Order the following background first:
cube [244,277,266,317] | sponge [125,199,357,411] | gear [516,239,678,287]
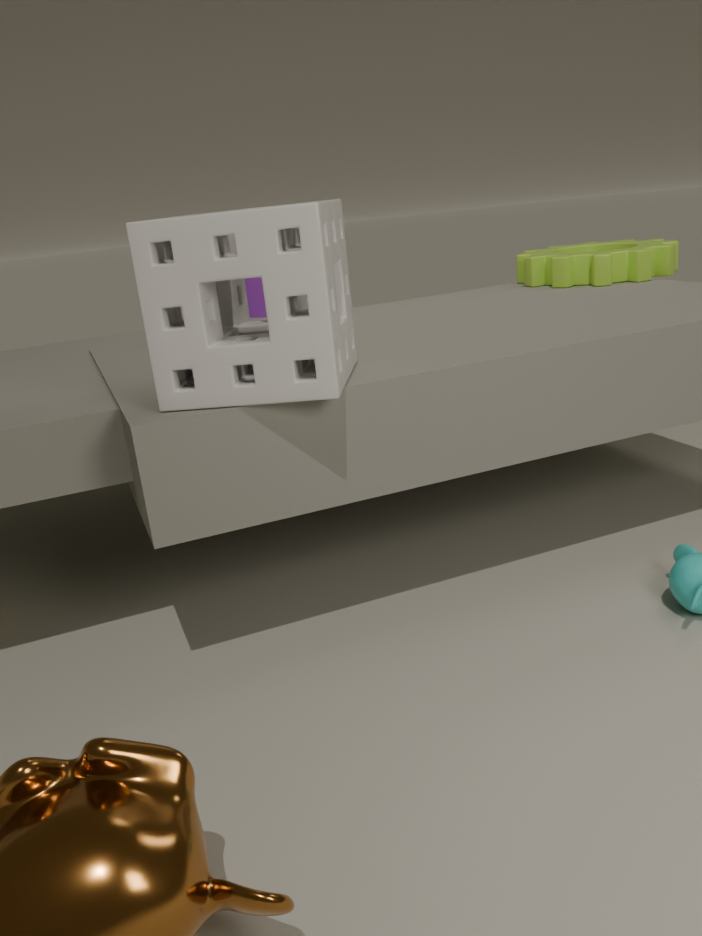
gear [516,239,678,287] → cube [244,277,266,317] → sponge [125,199,357,411]
